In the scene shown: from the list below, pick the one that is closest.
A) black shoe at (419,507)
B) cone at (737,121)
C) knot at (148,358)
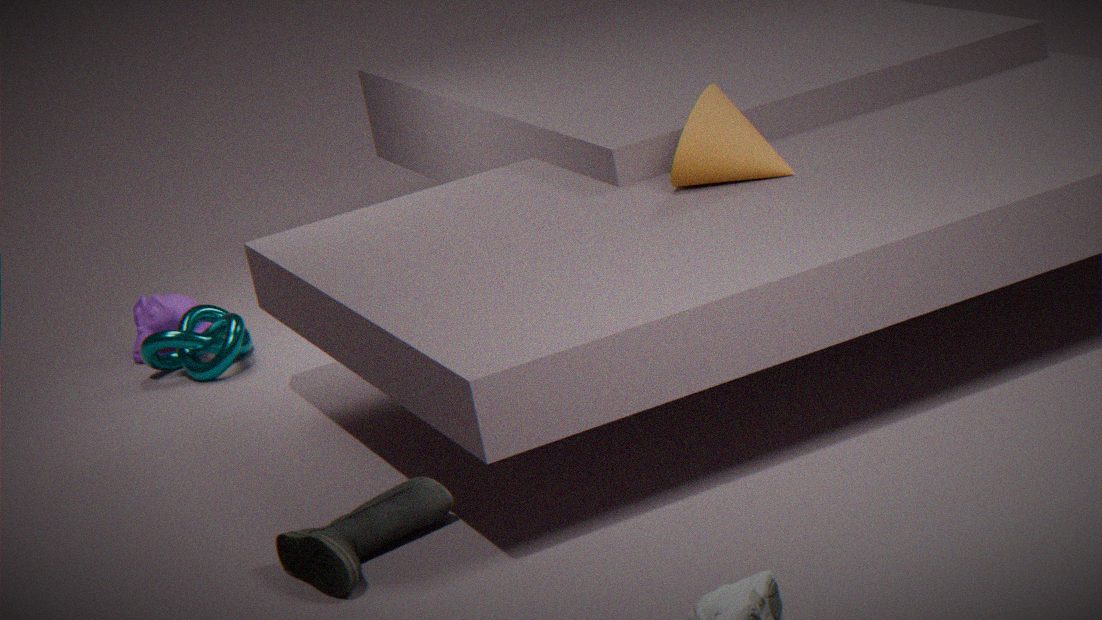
black shoe at (419,507)
